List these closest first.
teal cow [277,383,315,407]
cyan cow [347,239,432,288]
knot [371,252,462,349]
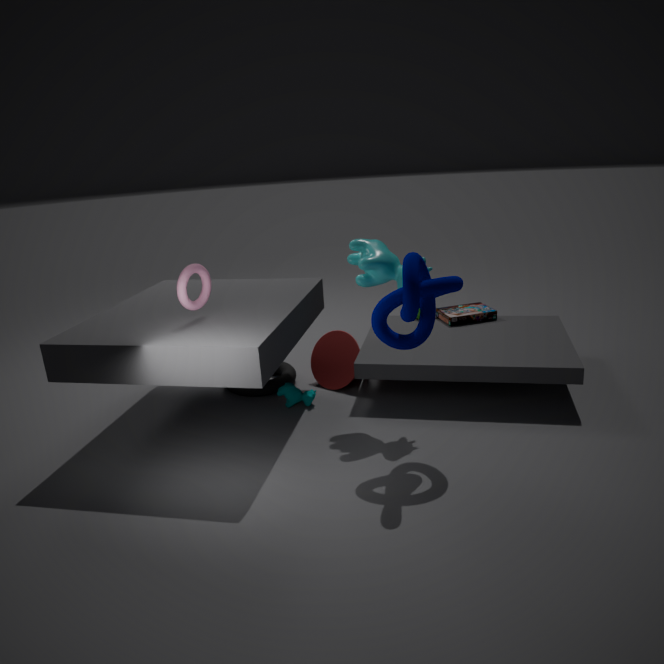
1. knot [371,252,462,349]
2. cyan cow [347,239,432,288]
3. teal cow [277,383,315,407]
